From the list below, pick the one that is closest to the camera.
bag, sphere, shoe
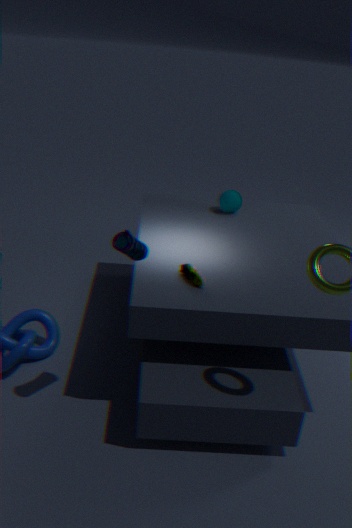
bag
